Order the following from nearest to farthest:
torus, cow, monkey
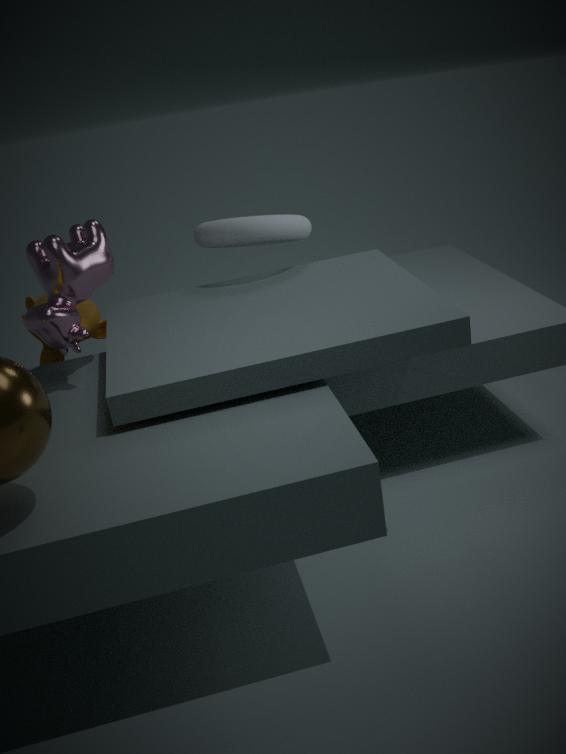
cow
torus
monkey
